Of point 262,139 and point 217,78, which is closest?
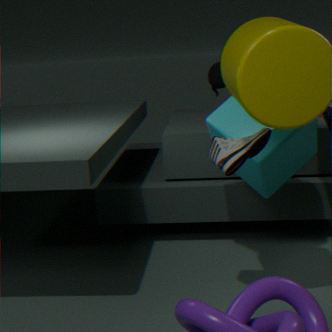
point 262,139
